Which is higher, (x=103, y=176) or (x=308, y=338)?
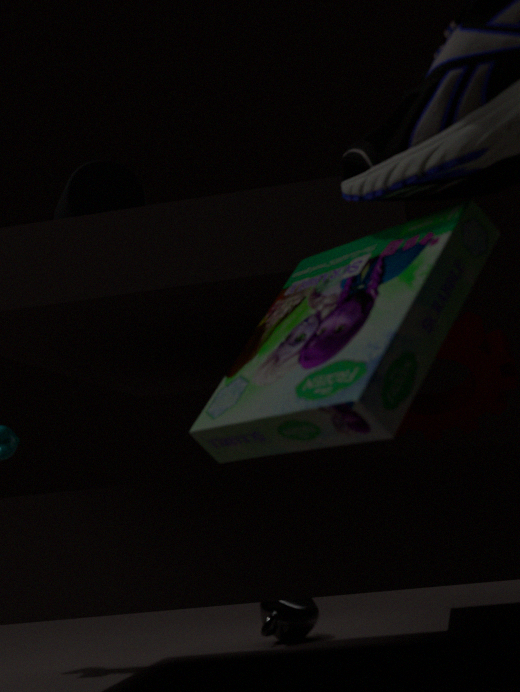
(x=103, y=176)
